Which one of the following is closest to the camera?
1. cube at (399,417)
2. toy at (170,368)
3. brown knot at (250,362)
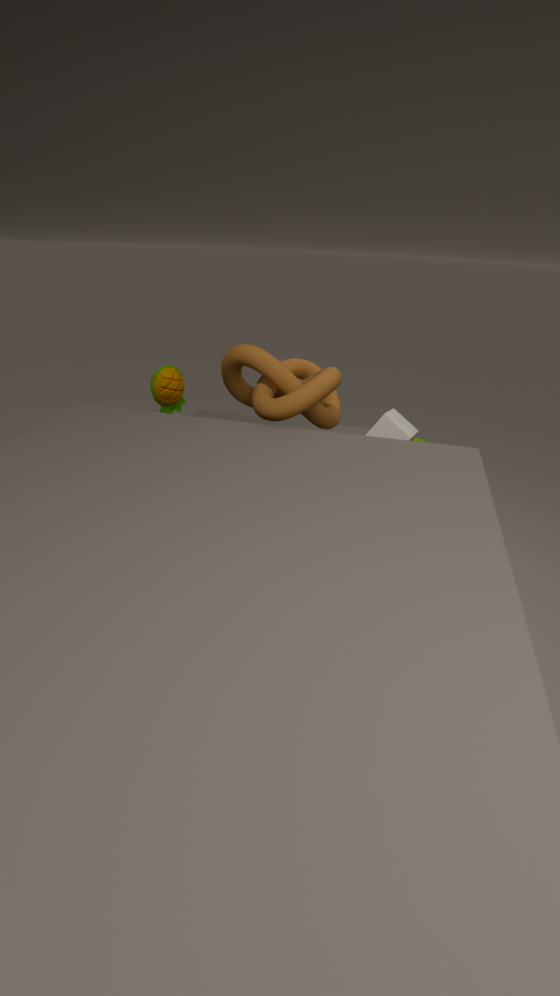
brown knot at (250,362)
